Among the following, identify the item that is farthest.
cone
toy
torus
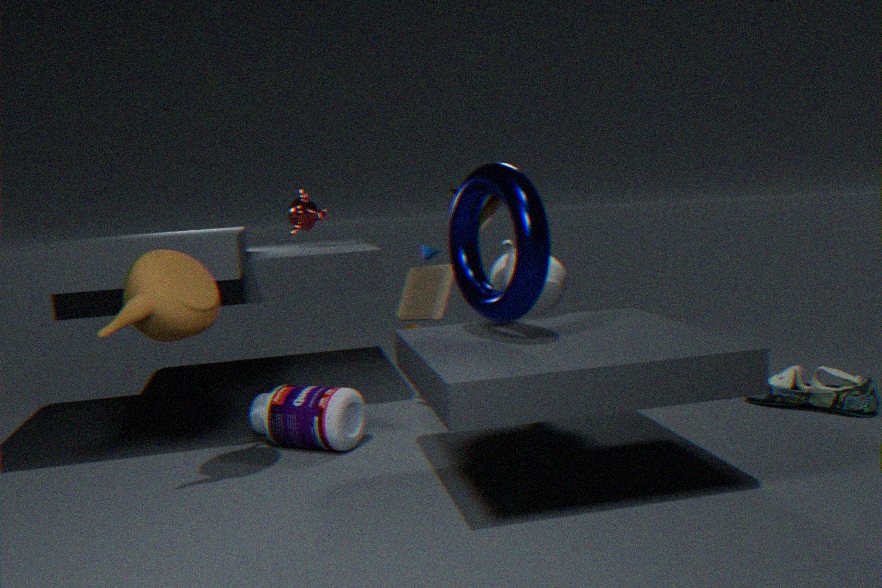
toy
